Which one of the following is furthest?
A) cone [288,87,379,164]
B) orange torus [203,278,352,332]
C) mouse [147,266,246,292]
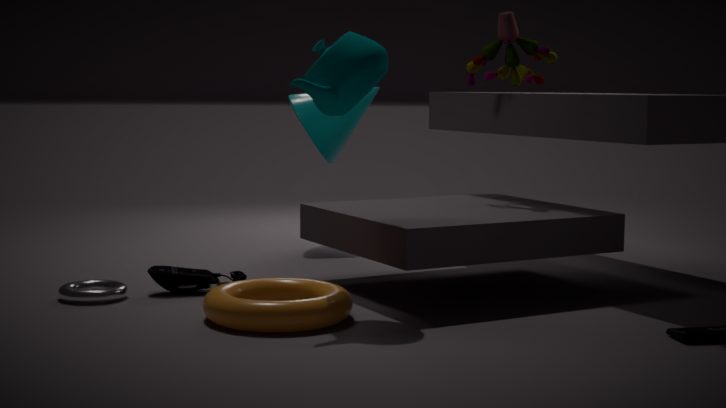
cone [288,87,379,164]
